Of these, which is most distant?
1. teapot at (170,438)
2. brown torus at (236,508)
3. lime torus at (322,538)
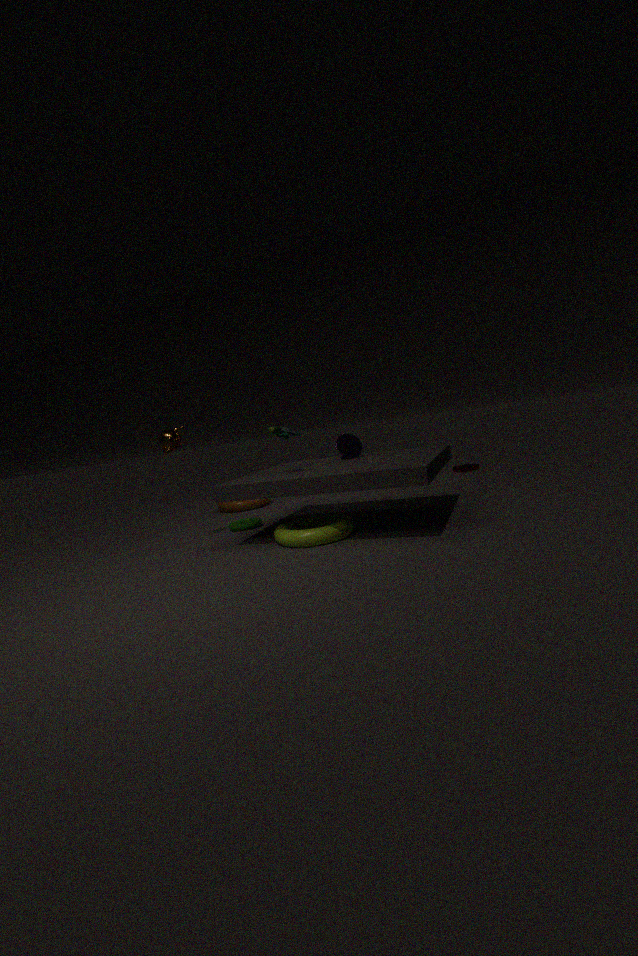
brown torus at (236,508)
